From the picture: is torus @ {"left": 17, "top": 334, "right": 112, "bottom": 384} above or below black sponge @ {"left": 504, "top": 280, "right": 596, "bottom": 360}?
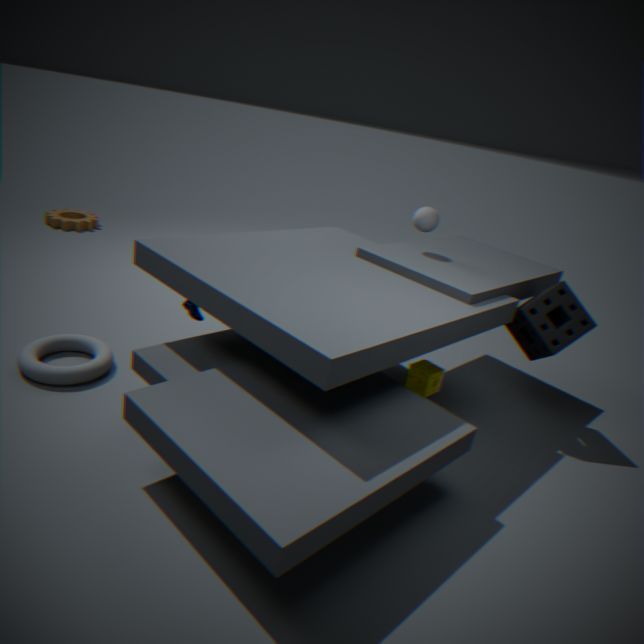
below
